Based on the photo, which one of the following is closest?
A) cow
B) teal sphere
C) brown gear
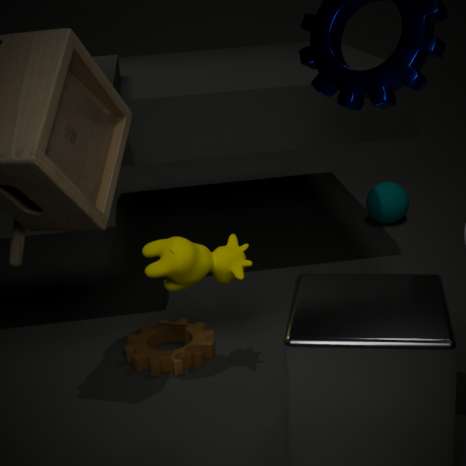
cow
